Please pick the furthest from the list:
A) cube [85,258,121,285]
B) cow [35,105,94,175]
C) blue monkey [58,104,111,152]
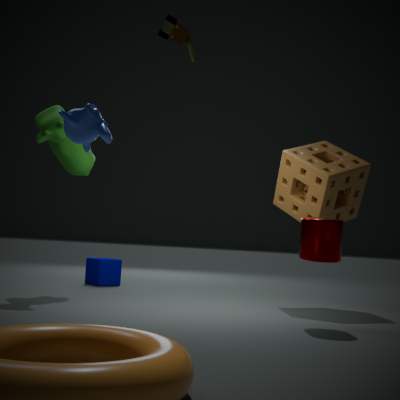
cube [85,258,121,285]
